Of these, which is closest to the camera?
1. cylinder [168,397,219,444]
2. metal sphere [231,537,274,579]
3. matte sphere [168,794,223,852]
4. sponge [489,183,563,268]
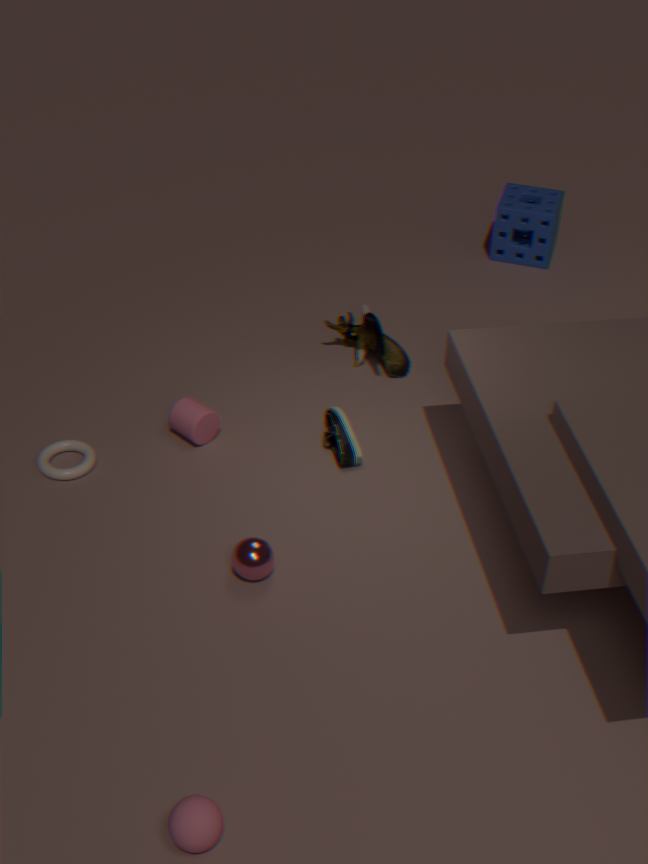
matte sphere [168,794,223,852]
